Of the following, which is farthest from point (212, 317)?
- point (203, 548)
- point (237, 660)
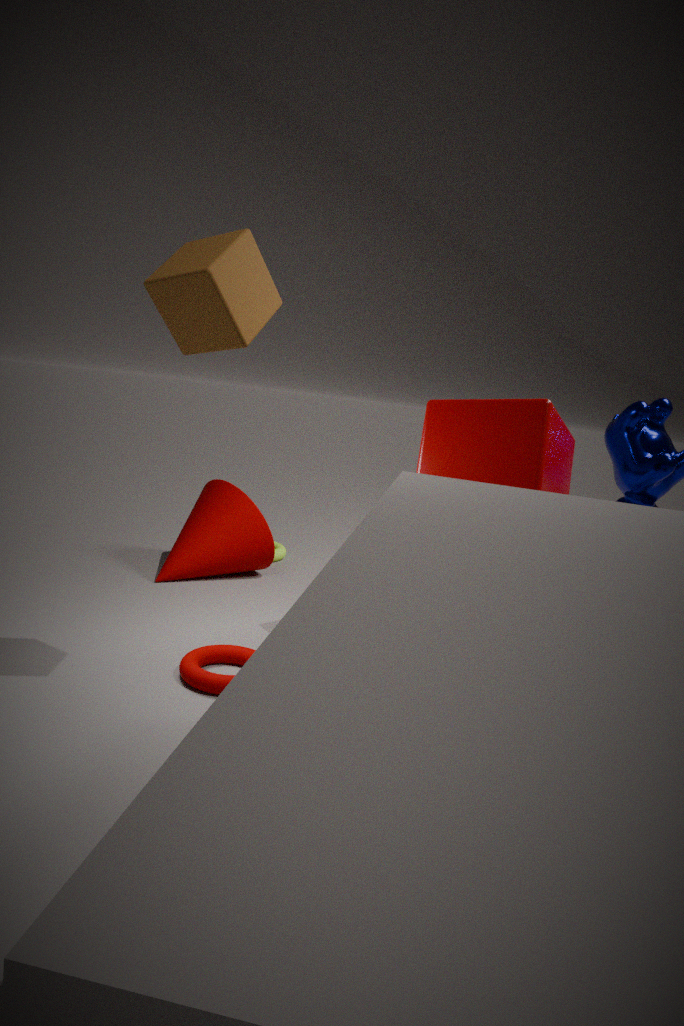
point (203, 548)
